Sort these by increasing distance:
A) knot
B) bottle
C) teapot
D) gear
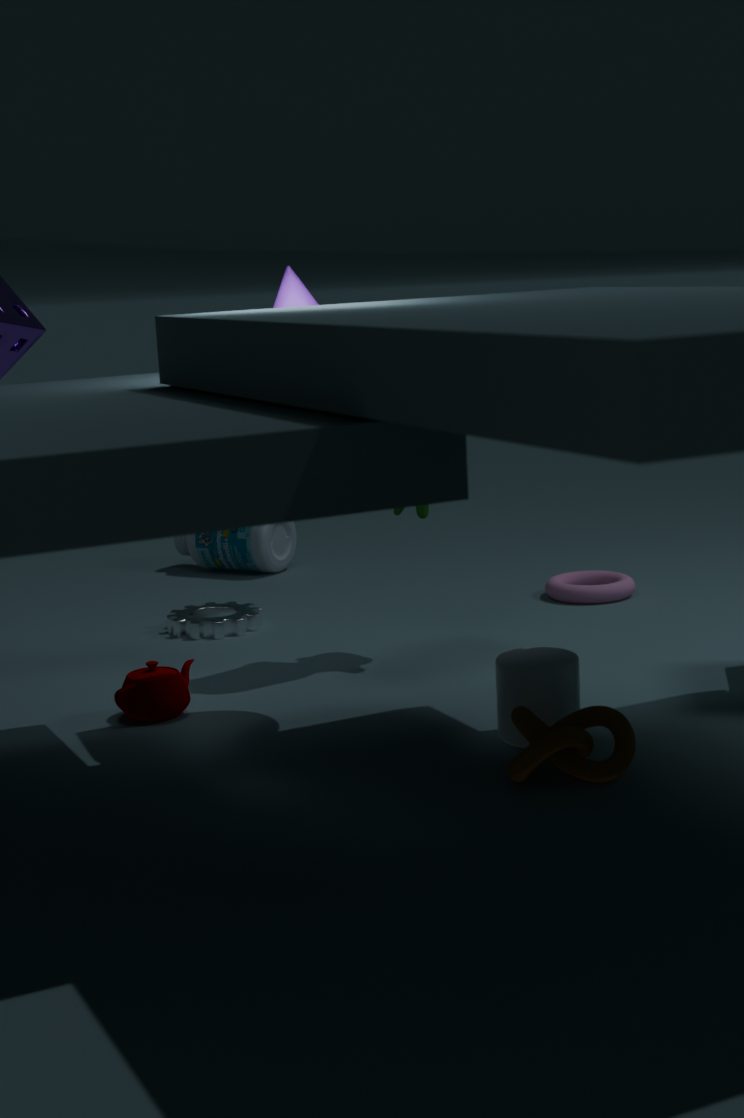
knot
teapot
gear
bottle
